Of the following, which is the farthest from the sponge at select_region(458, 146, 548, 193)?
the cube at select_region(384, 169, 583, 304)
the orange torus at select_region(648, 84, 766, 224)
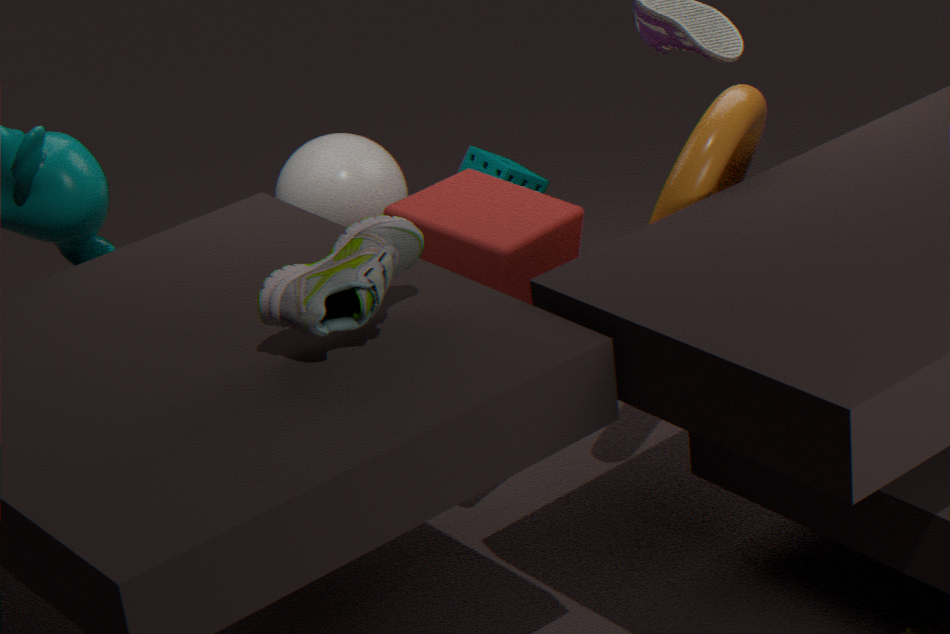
the orange torus at select_region(648, 84, 766, 224)
